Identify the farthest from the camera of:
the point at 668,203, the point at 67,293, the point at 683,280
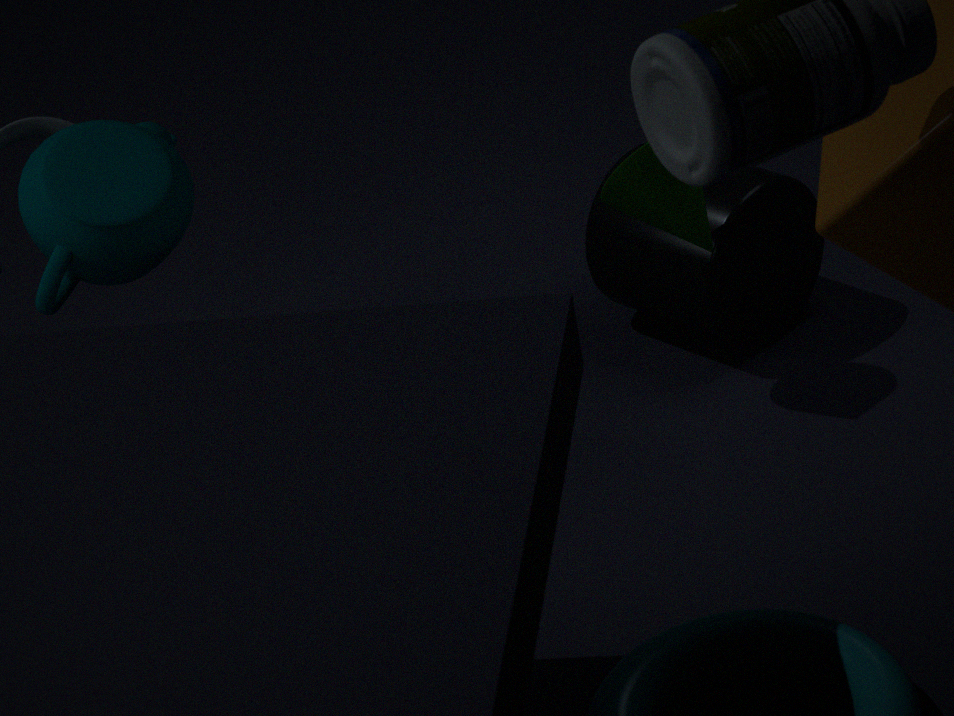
the point at 683,280
